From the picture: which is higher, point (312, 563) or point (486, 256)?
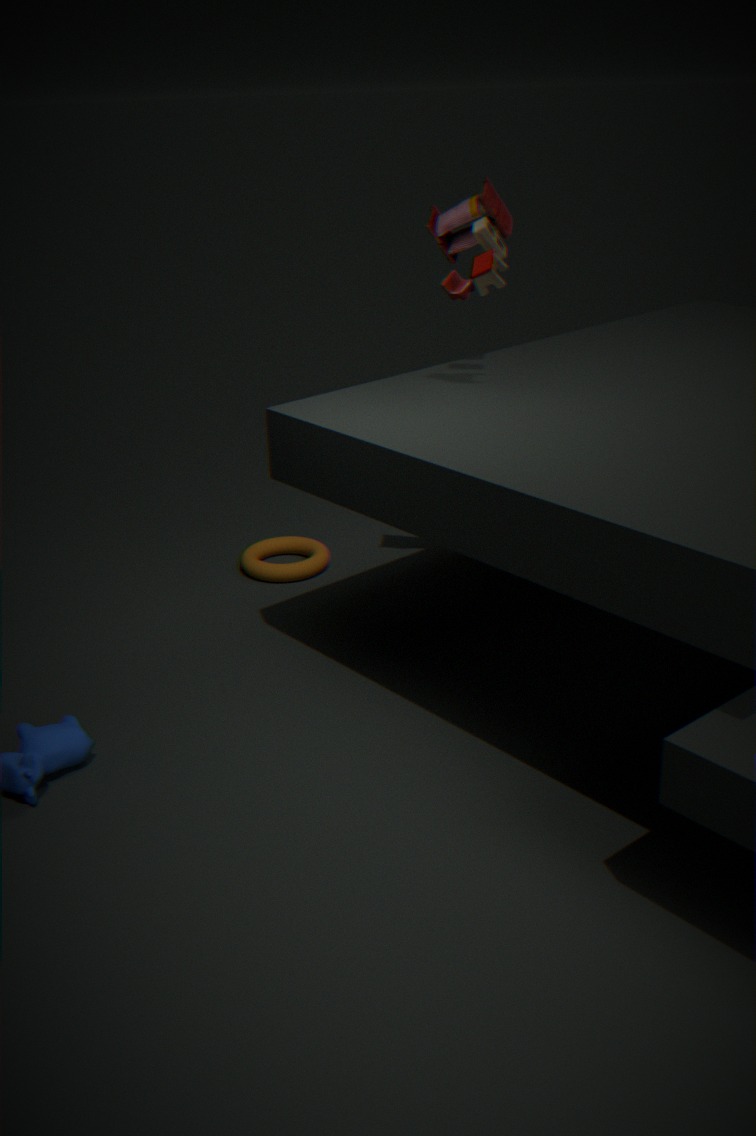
point (486, 256)
